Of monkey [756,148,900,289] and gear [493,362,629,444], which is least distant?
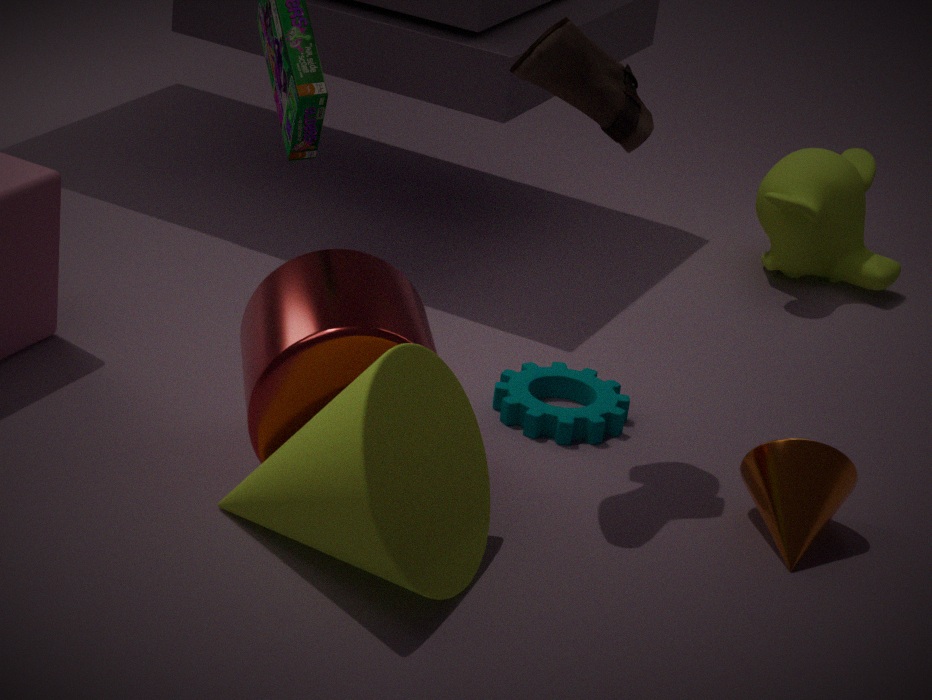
gear [493,362,629,444]
